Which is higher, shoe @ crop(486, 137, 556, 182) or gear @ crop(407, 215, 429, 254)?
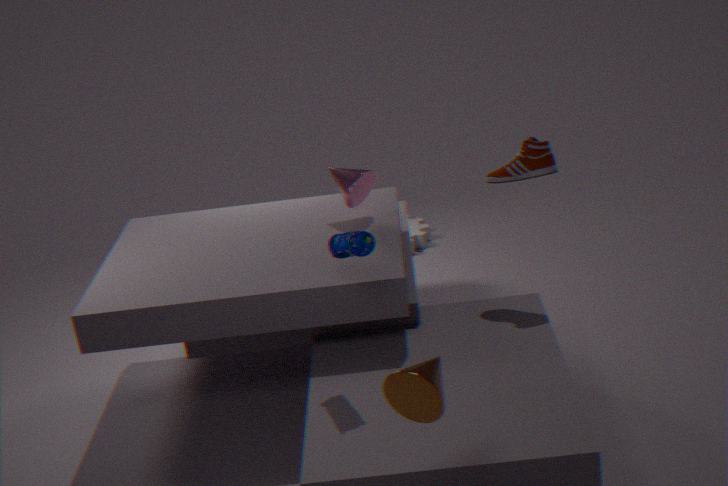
shoe @ crop(486, 137, 556, 182)
